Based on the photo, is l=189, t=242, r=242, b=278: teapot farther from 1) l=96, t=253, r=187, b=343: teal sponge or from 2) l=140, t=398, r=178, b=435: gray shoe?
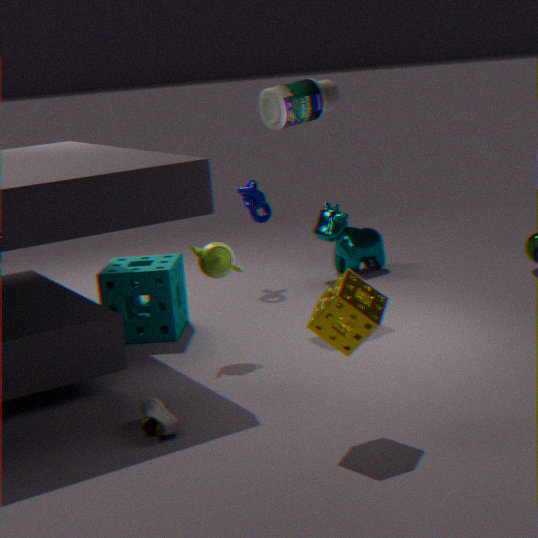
2) l=140, t=398, r=178, b=435: gray shoe
